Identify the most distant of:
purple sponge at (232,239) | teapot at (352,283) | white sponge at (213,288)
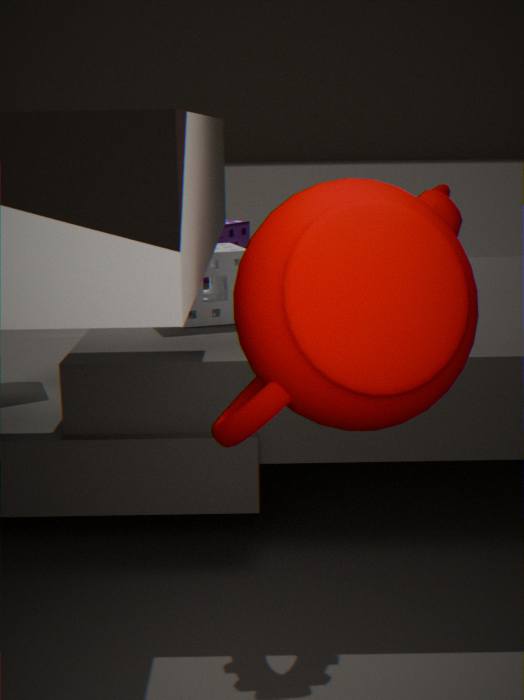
purple sponge at (232,239)
